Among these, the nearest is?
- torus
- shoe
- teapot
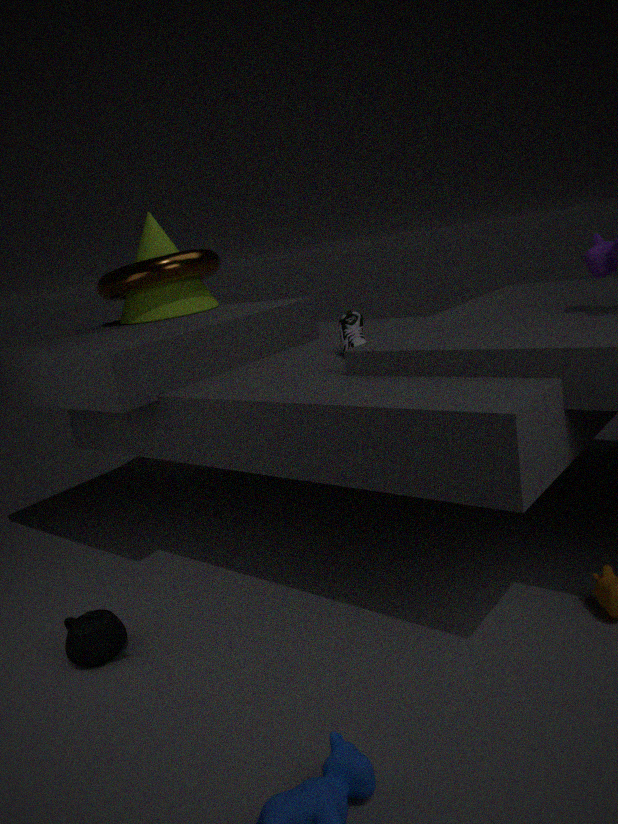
teapot
